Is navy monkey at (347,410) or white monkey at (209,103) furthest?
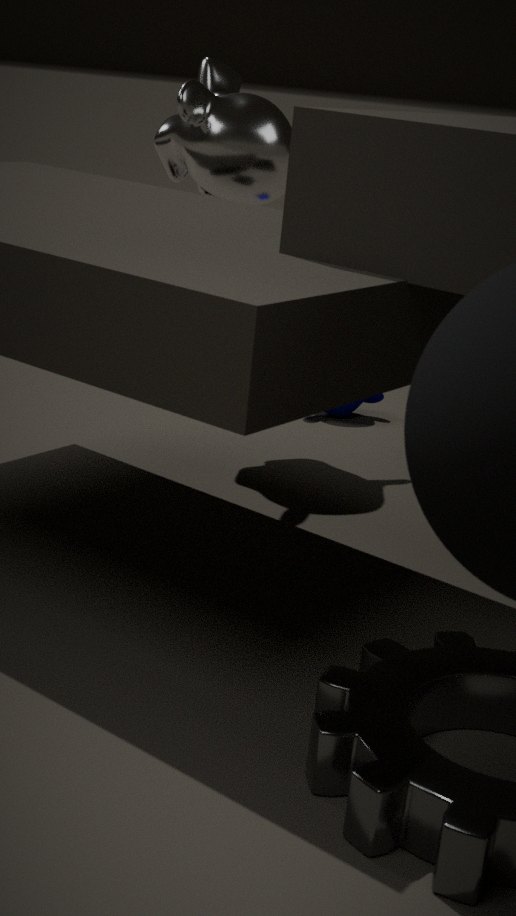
navy monkey at (347,410)
